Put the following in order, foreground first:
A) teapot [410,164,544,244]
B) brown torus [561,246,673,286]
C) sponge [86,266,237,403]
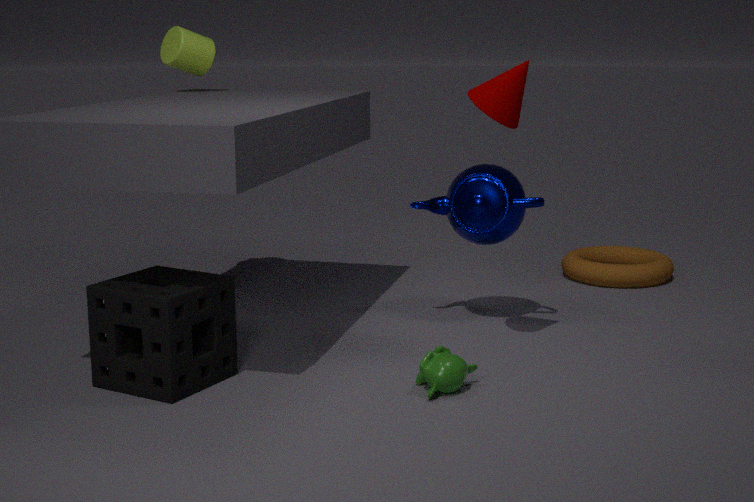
1. sponge [86,266,237,403]
2. teapot [410,164,544,244]
3. brown torus [561,246,673,286]
